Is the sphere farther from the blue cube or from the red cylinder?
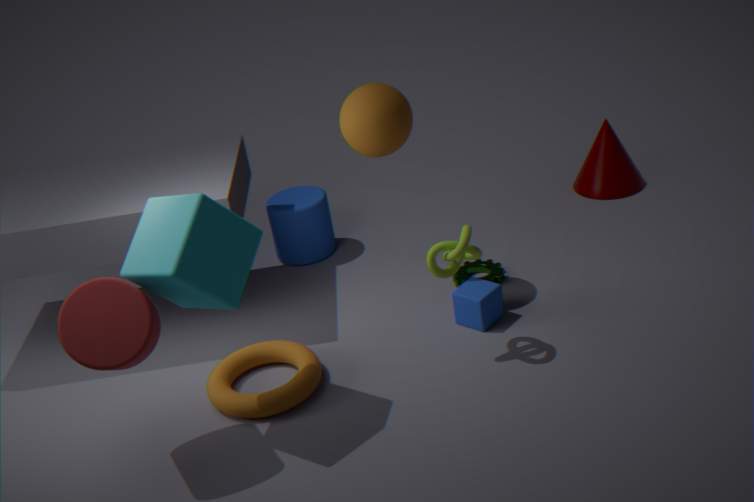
the red cylinder
